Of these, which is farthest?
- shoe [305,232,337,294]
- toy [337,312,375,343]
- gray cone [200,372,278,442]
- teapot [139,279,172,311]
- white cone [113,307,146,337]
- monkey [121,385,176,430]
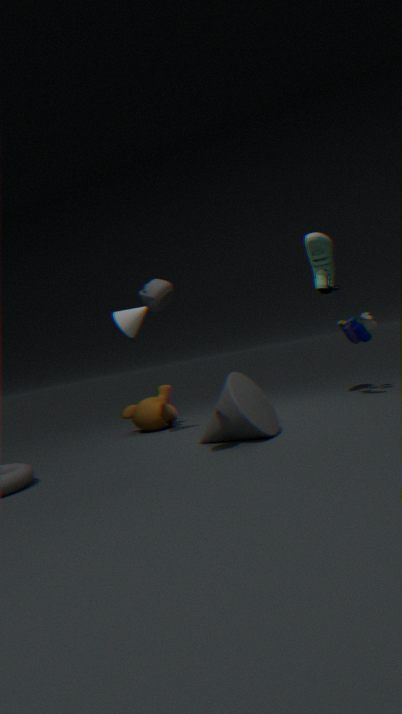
monkey [121,385,176,430]
